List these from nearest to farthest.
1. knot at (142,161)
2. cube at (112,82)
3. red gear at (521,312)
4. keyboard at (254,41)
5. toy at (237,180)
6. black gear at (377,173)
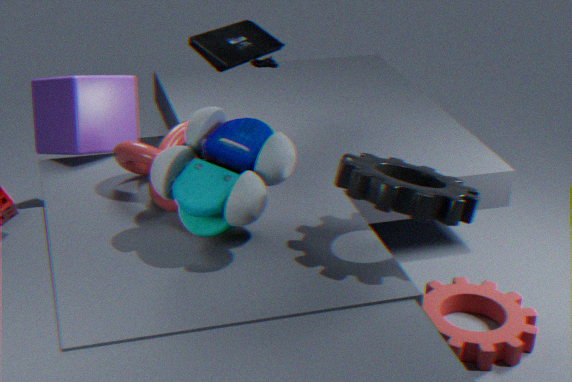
black gear at (377,173)
toy at (237,180)
red gear at (521,312)
knot at (142,161)
keyboard at (254,41)
cube at (112,82)
